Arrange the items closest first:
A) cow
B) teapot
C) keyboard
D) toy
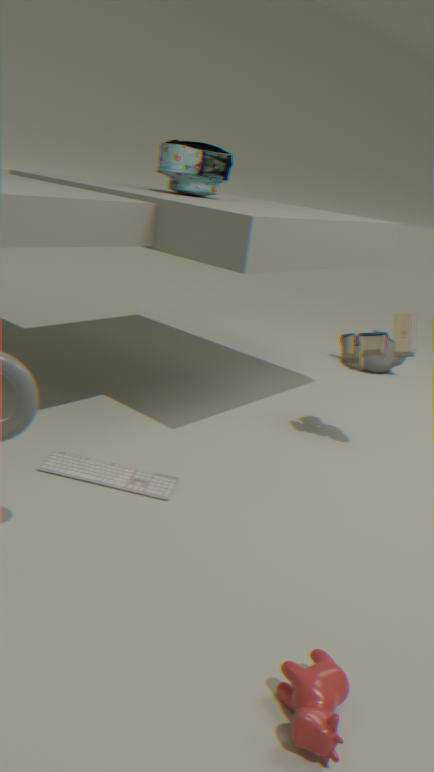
cow → keyboard → toy → teapot
